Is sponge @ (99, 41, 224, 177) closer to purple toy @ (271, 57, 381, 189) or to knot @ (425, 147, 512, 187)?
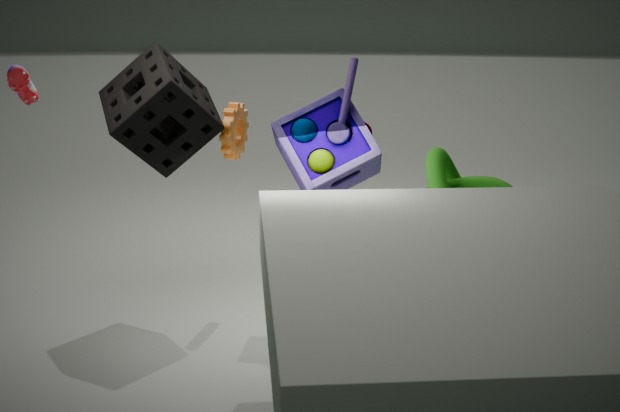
purple toy @ (271, 57, 381, 189)
